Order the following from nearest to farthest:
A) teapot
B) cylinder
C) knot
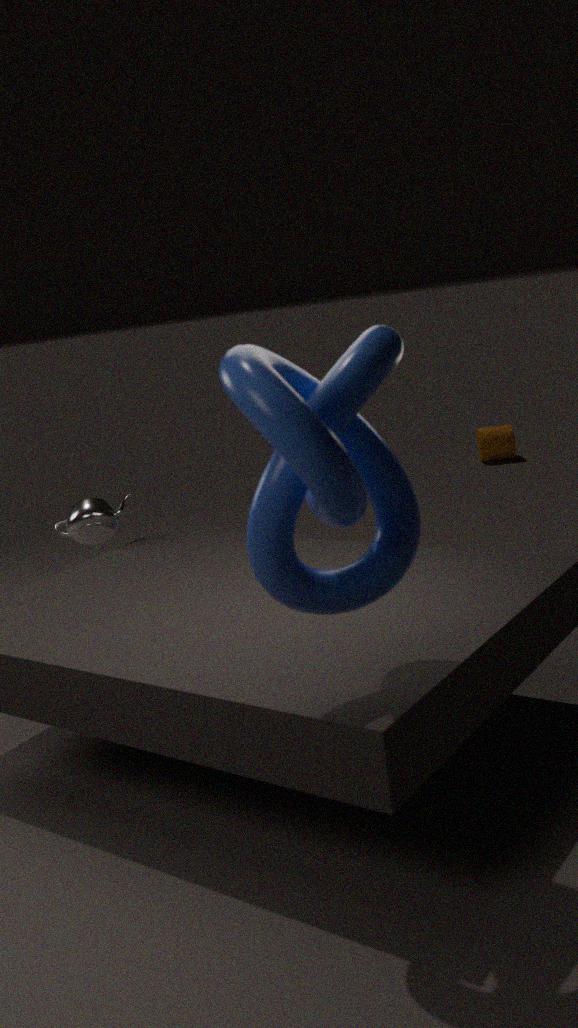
knot < teapot < cylinder
